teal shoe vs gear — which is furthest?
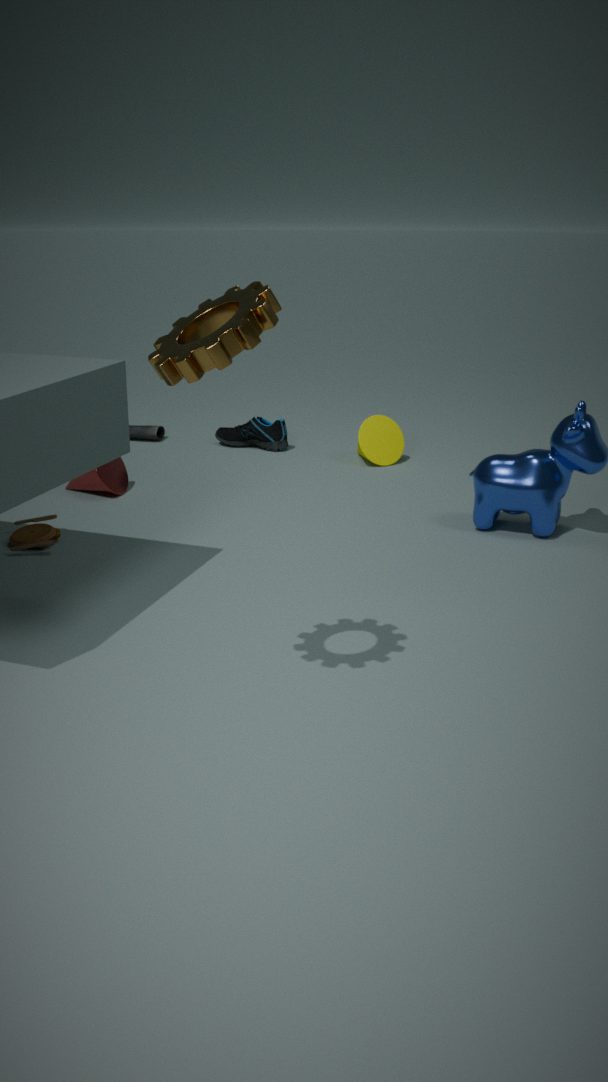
teal shoe
